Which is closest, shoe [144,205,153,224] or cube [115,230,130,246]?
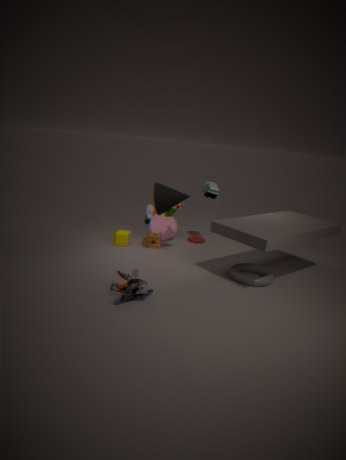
shoe [144,205,153,224]
